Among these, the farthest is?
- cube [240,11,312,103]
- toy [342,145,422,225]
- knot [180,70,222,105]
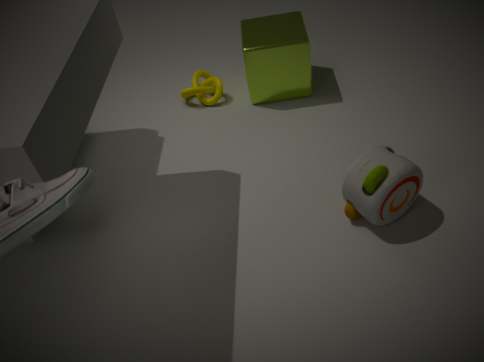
knot [180,70,222,105]
